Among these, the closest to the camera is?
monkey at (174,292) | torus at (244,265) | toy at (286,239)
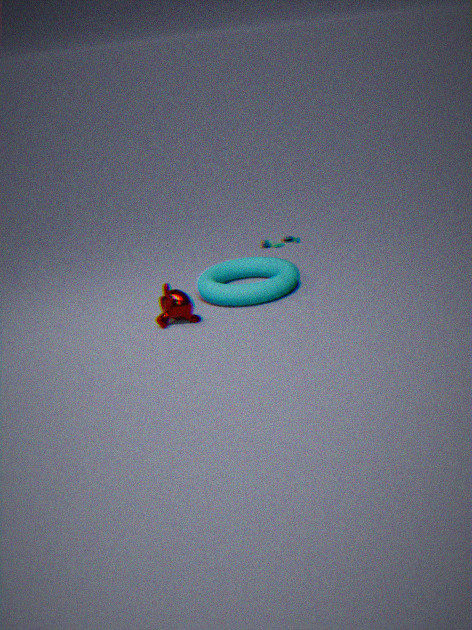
monkey at (174,292)
